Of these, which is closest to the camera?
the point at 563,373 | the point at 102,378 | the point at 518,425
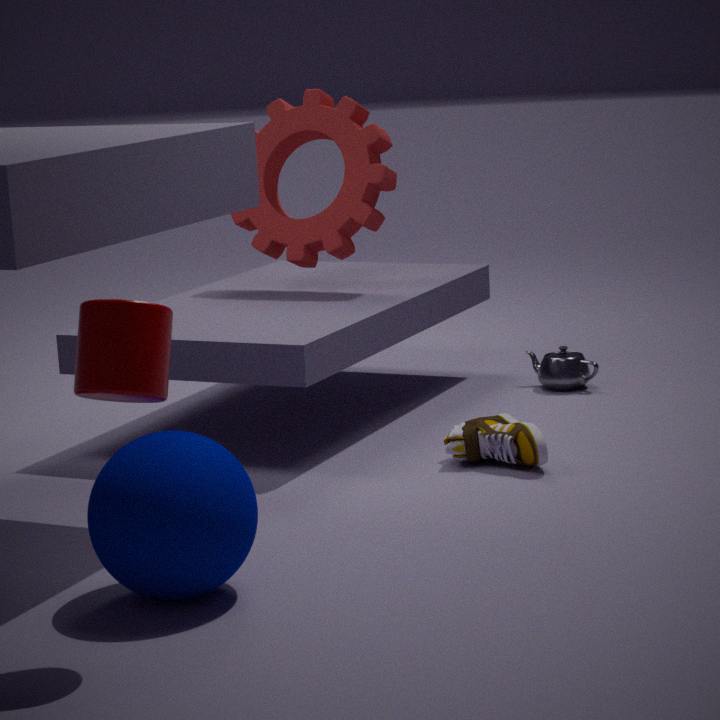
the point at 102,378
